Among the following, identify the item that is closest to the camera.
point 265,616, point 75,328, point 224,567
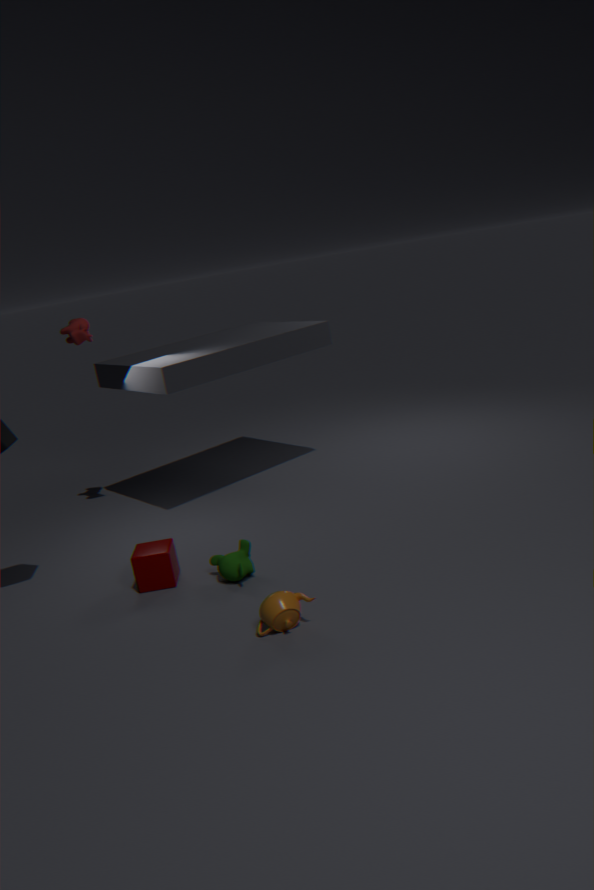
point 265,616
